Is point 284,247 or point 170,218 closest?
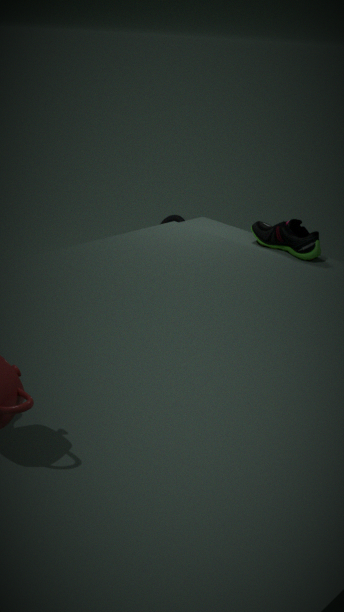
point 284,247
